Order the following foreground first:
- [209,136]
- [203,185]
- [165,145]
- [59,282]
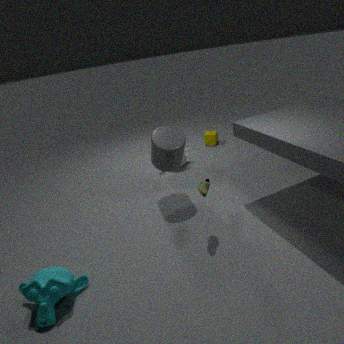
1. [59,282]
2. [203,185]
3. [165,145]
4. [209,136]
